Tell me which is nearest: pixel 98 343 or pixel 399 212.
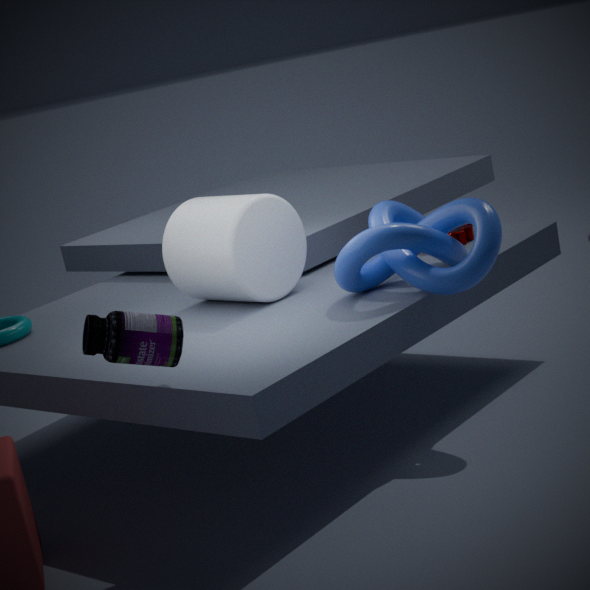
pixel 98 343
